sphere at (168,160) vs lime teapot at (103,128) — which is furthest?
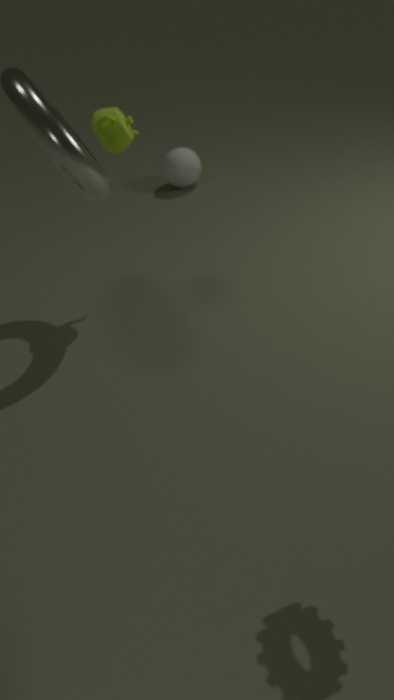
sphere at (168,160)
